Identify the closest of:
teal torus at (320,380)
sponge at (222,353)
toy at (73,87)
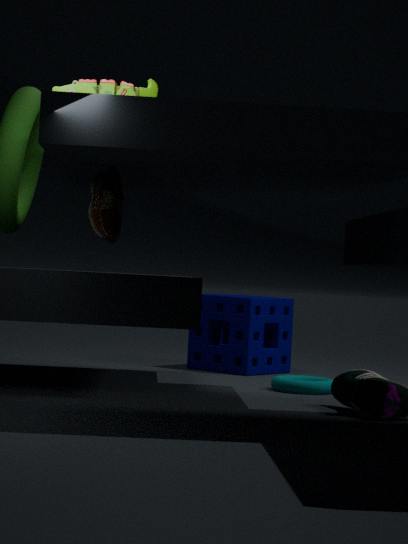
toy at (73,87)
